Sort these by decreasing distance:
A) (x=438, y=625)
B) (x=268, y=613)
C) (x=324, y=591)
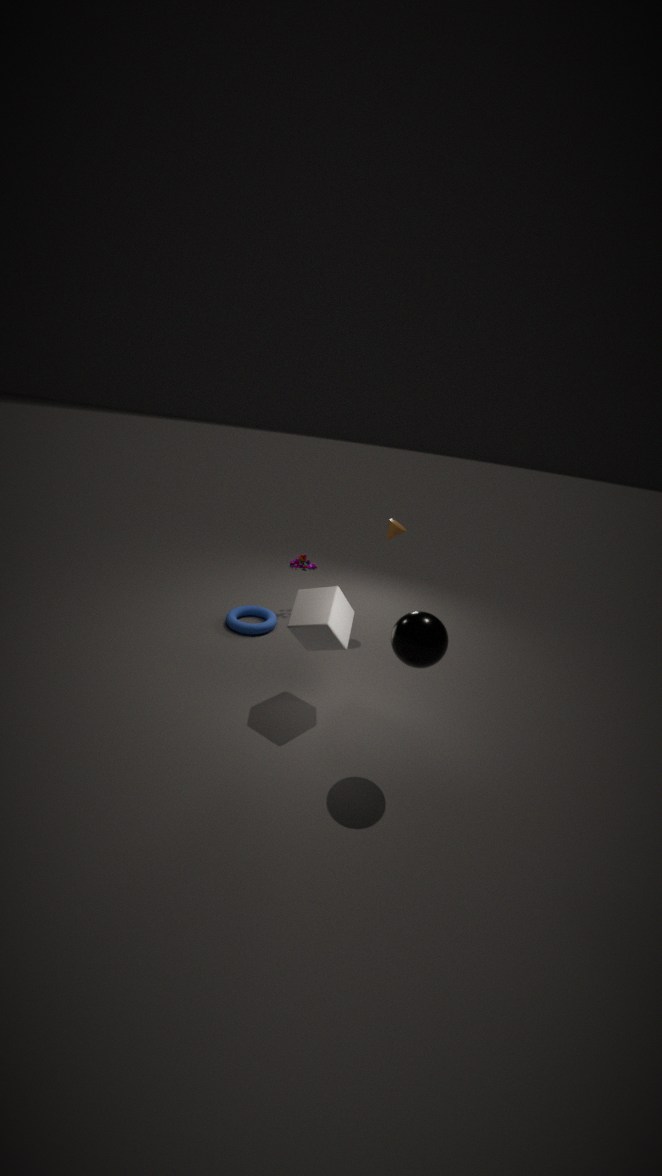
(x=268, y=613), (x=324, y=591), (x=438, y=625)
